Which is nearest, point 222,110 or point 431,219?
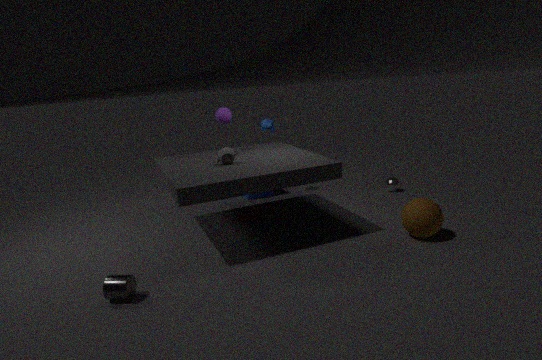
point 431,219
